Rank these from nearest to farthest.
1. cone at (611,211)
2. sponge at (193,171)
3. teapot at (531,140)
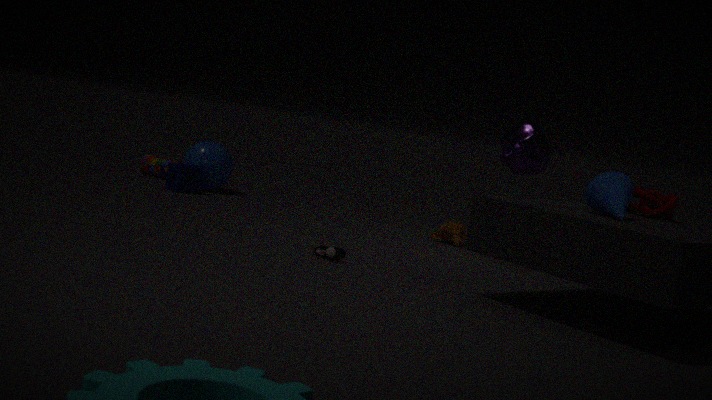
1. cone at (611,211)
2. teapot at (531,140)
3. sponge at (193,171)
